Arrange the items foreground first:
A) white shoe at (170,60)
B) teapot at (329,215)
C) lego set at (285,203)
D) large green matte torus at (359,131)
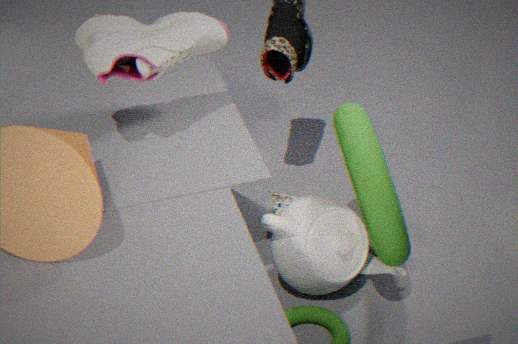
large green matte torus at (359,131)
white shoe at (170,60)
teapot at (329,215)
lego set at (285,203)
